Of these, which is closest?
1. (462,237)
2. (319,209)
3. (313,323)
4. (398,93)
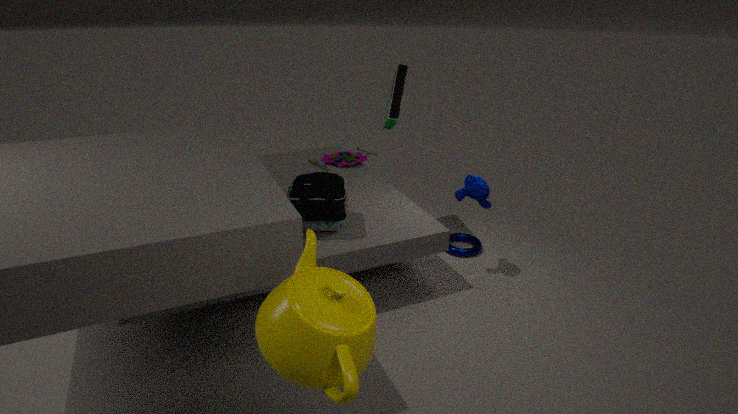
(313,323)
